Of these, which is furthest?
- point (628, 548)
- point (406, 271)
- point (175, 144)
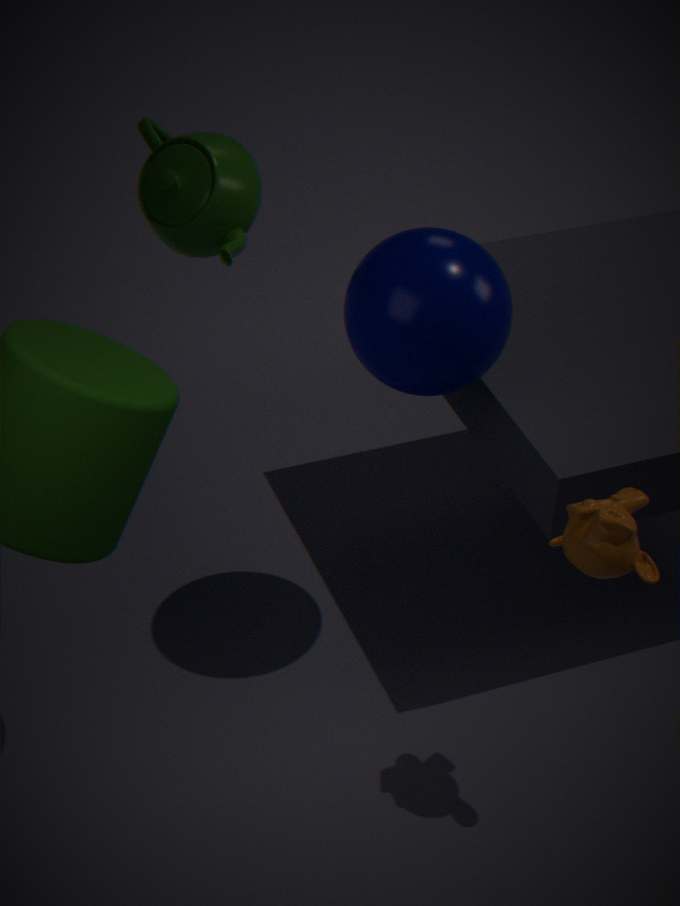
point (175, 144)
